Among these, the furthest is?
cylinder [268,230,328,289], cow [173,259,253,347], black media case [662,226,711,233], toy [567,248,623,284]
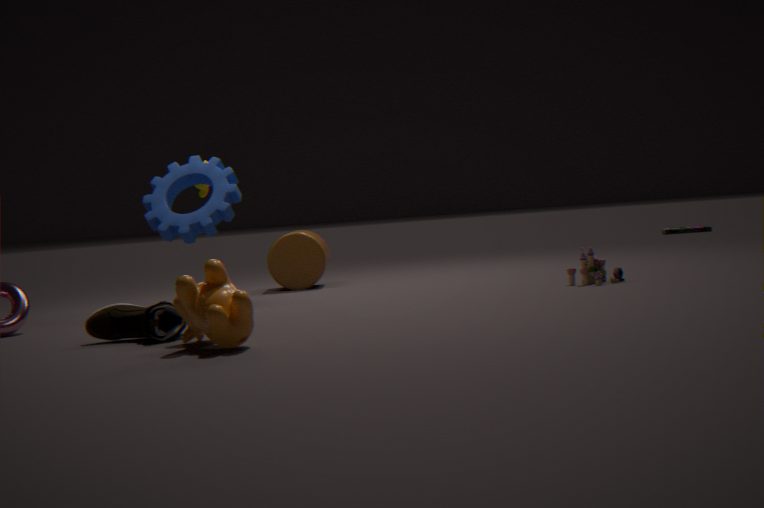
black media case [662,226,711,233]
